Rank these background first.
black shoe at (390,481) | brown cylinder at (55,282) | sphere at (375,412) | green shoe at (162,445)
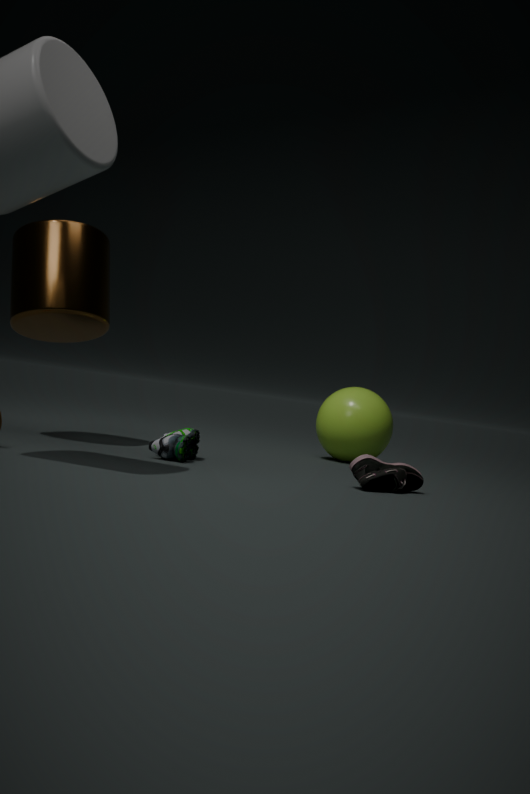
1. sphere at (375,412)
2. brown cylinder at (55,282)
3. green shoe at (162,445)
4. black shoe at (390,481)
